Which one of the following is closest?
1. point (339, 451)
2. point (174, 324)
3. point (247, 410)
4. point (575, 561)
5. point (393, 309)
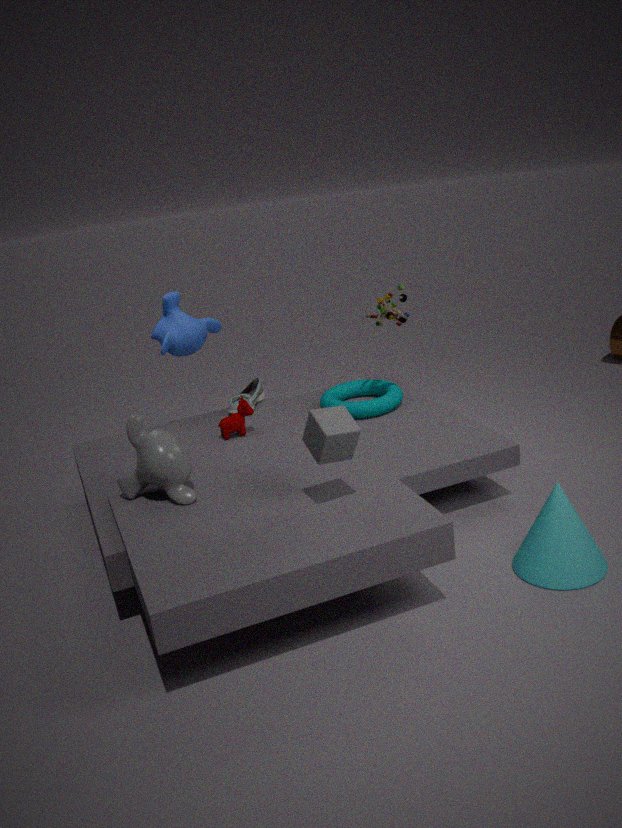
point (339, 451)
